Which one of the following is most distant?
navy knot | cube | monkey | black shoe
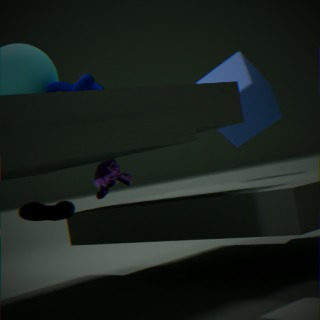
cube
